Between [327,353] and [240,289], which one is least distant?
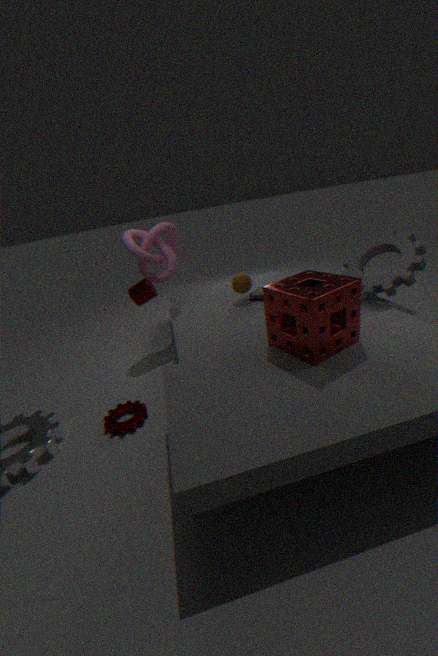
[327,353]
